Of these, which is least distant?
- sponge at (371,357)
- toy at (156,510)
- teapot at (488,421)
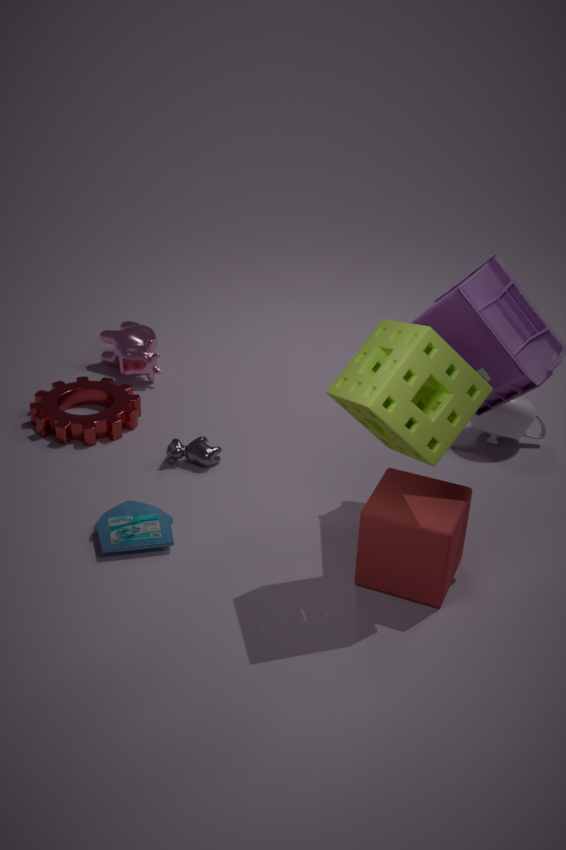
sponge at (371,357)
